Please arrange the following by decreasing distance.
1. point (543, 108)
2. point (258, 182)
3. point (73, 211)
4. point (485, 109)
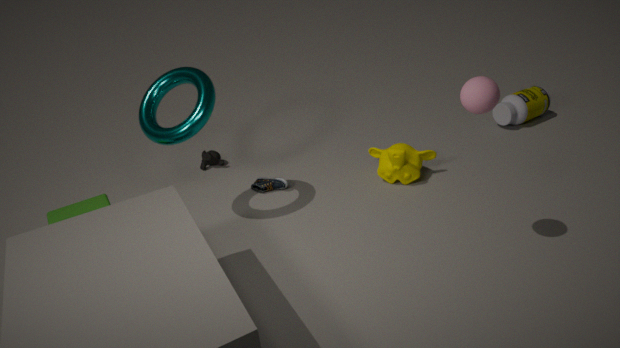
point (543, 108) < point (258, 182) < point (73, 211) < point (485, 109)
